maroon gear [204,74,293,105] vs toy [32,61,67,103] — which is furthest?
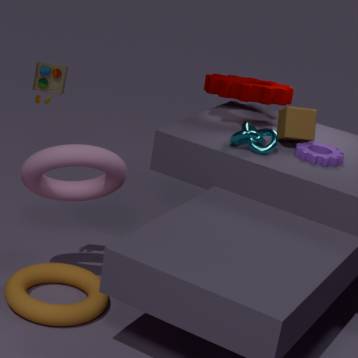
maroon gear [204,74,293,105]
